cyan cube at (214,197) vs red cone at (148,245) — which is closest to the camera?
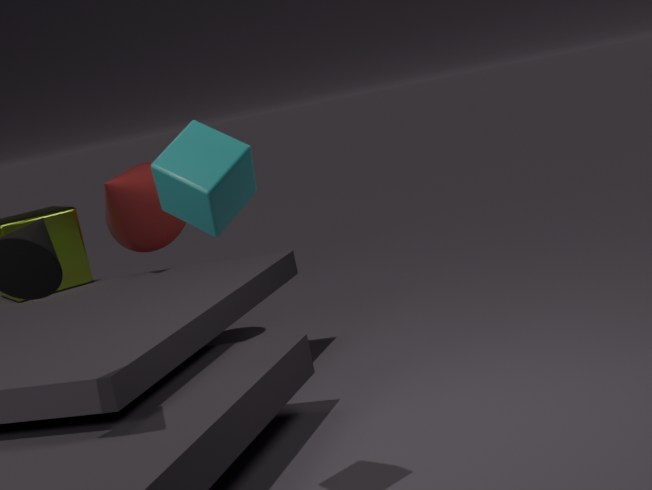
cyan cube at (214,197)
